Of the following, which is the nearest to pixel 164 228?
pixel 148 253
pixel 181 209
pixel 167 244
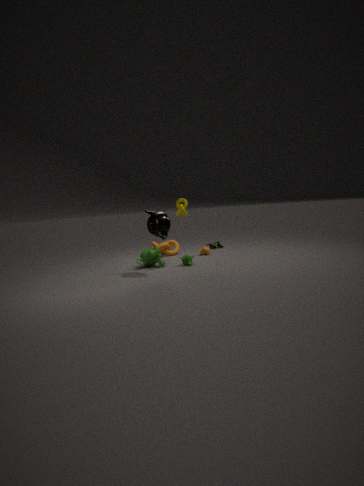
pixel 181 209
